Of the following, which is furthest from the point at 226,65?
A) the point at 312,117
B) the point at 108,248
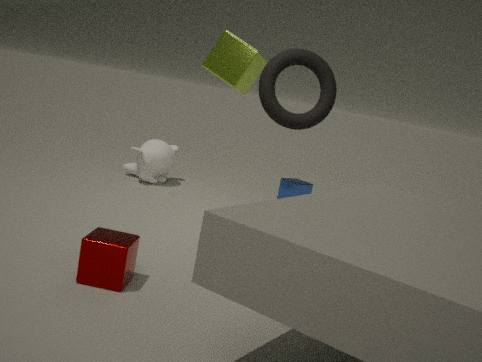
the point at 312,117
